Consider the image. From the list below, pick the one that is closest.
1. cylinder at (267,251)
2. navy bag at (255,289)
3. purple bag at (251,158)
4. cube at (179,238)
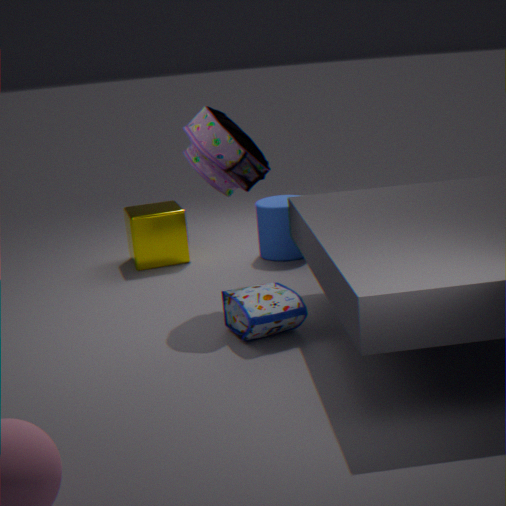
navy bag at (255,289)
